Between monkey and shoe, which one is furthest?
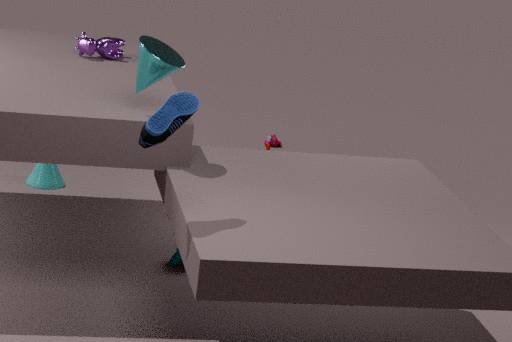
monkey
